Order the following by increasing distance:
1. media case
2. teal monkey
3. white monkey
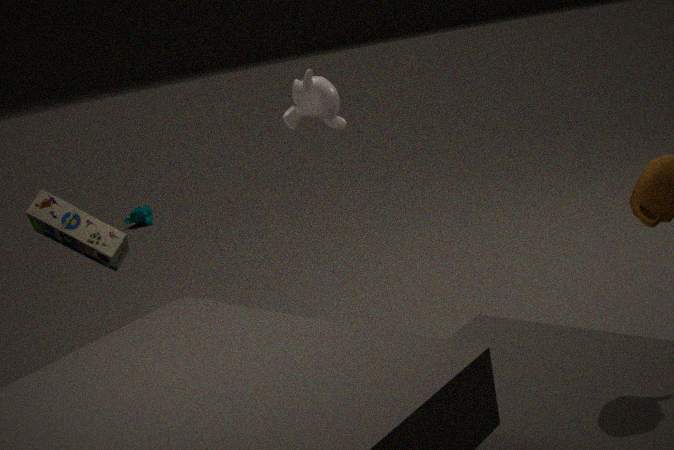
media case, white monkey, teal monkey
